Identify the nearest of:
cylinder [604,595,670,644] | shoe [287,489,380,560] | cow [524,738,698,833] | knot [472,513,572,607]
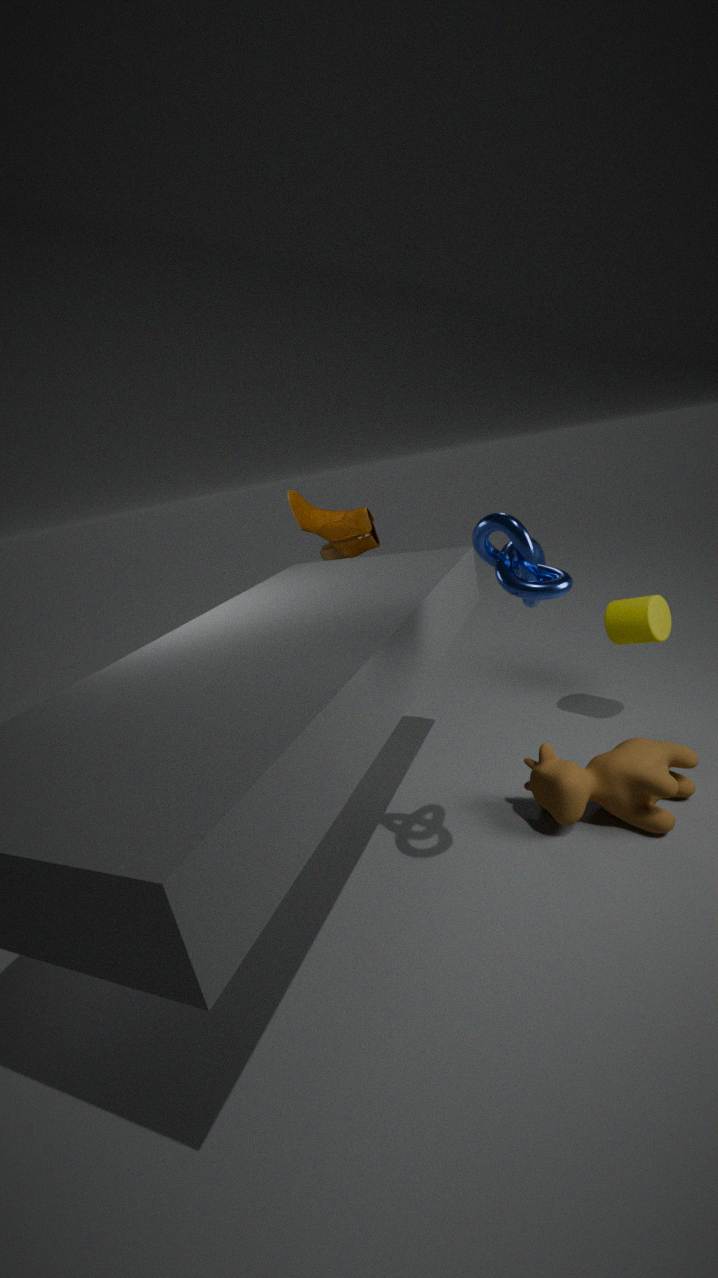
knot [472,513,572,607]
